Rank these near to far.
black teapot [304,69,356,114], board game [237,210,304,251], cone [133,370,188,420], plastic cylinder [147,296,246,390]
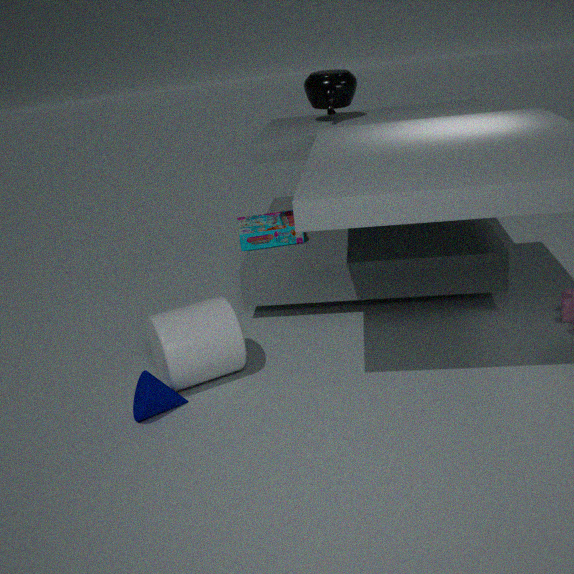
cone [133,370,188,420] → plastic cylinder [147,296,246,390] → board game [237,210,304,251] → black teapot [304,69,356,114]
